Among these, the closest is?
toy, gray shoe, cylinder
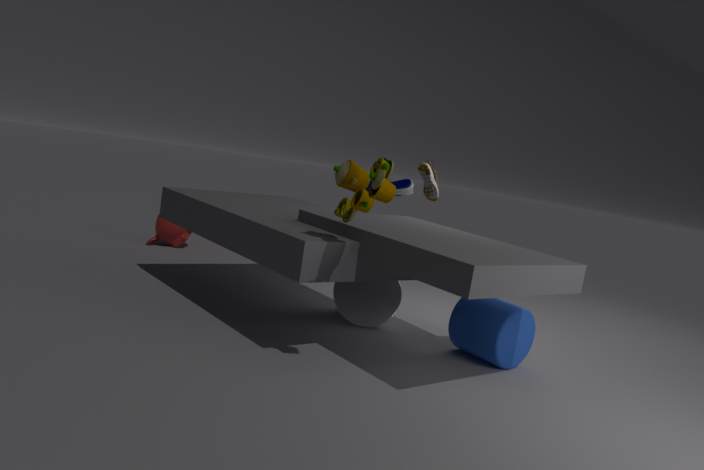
toy
